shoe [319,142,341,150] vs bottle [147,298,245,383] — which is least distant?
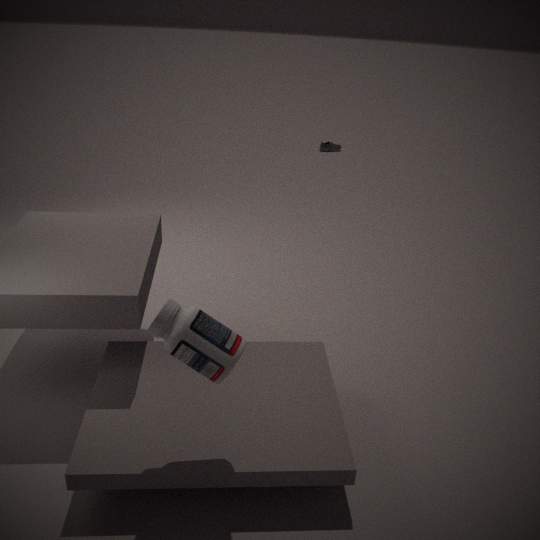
bottle [147,298,245,383]
